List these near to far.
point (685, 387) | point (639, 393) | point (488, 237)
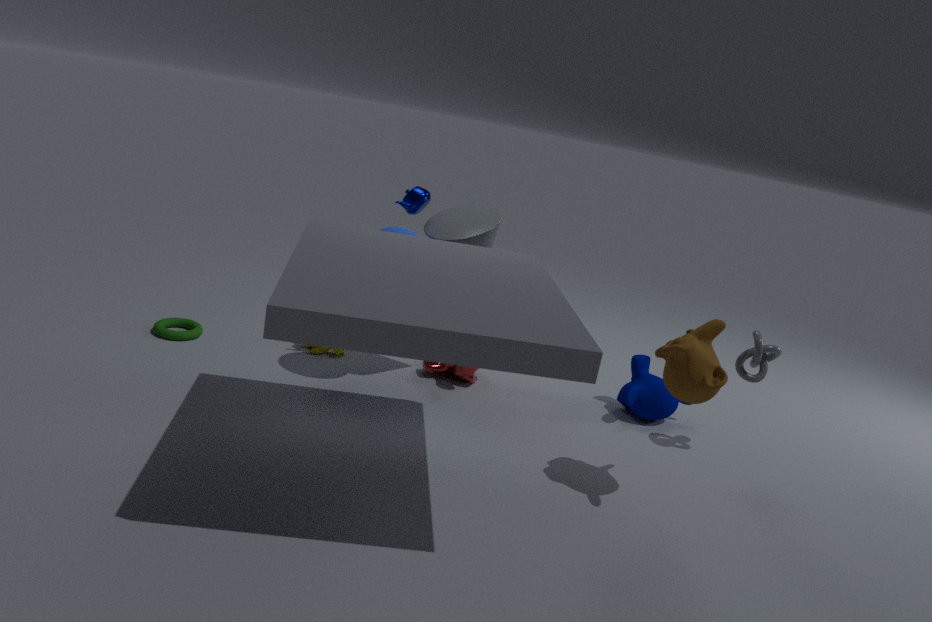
point (685, 387)
point (488, 237)
point (639, 393)
